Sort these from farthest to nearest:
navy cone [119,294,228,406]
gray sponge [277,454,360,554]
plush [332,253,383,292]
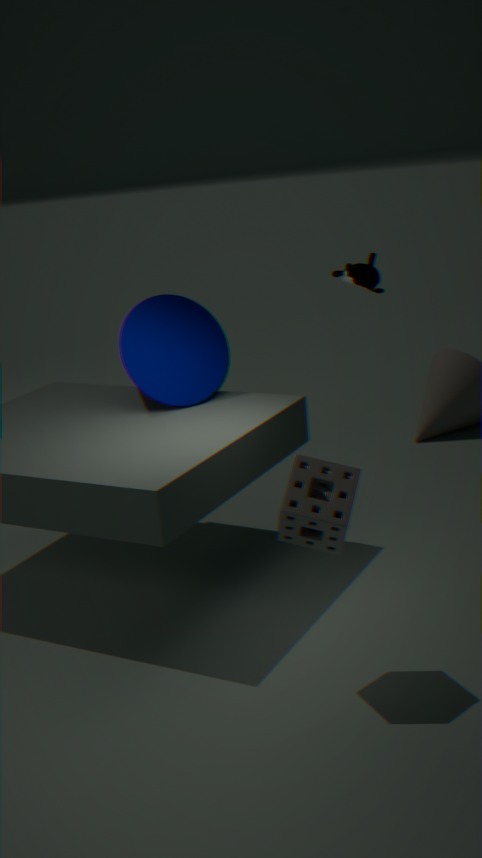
navy cone [119,294,228,406], gray sponge [277,454,360,554], plush [332,253,383,292]
